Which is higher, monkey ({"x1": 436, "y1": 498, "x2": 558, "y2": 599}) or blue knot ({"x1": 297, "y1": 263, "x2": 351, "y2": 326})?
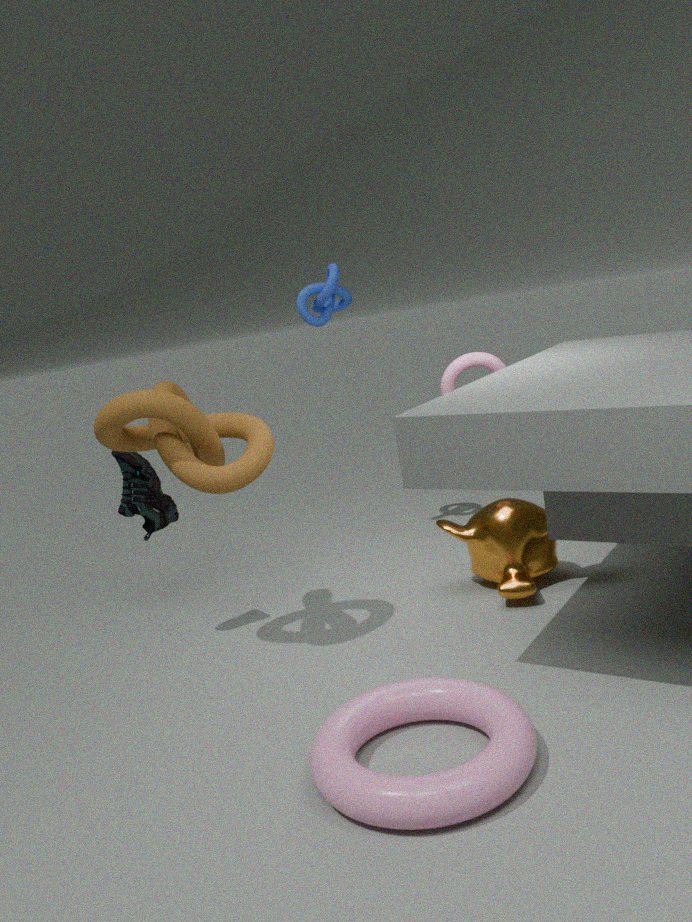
blue knot ({"x1": 297, "y1": 263, "x2": 351, "y2": 326})
